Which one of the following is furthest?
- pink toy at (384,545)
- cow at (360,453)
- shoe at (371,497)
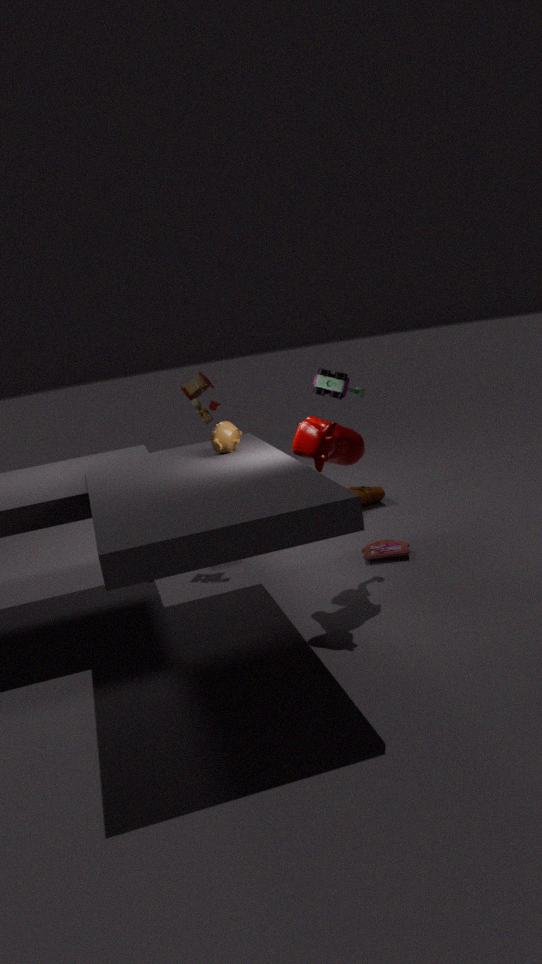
shoe at (371,497)
